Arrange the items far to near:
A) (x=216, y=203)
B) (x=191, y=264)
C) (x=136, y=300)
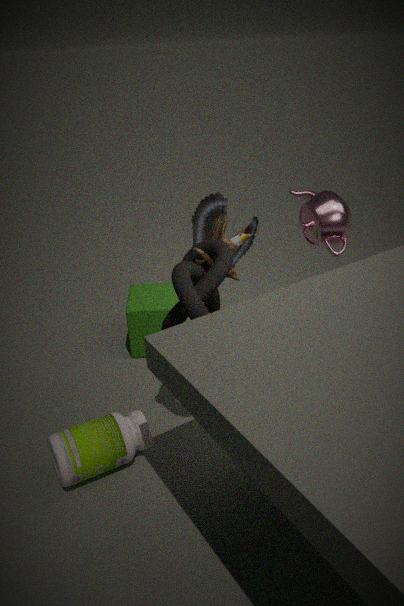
(x=136, y=300) < (x=216, y=203) < (x=191, y=264)
